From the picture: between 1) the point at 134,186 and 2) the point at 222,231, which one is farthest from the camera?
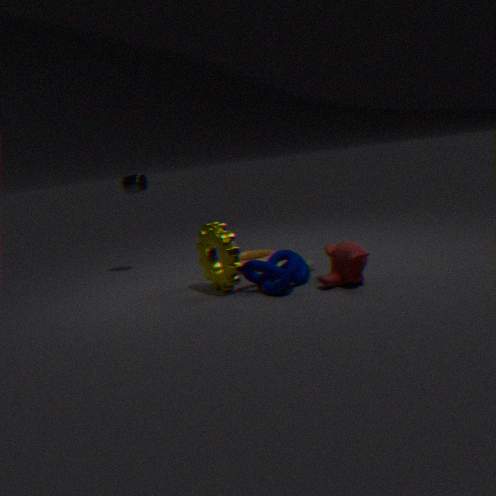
1. the point at 134,186
